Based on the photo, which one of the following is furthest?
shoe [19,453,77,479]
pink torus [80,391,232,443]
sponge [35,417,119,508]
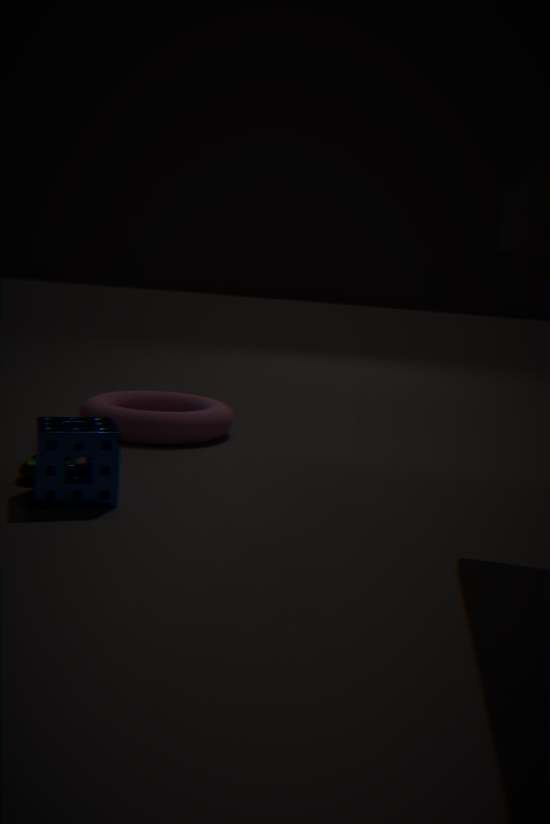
pink torus [80,391,232,443]
